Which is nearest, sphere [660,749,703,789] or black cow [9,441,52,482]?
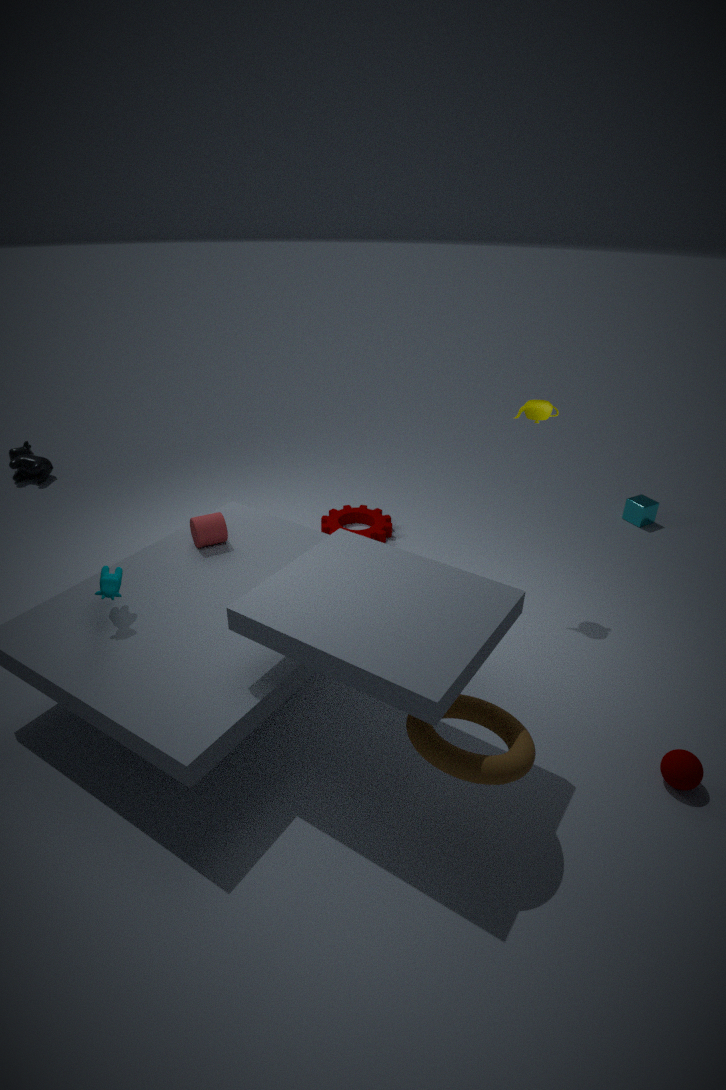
sphere [660,749,703,789]
